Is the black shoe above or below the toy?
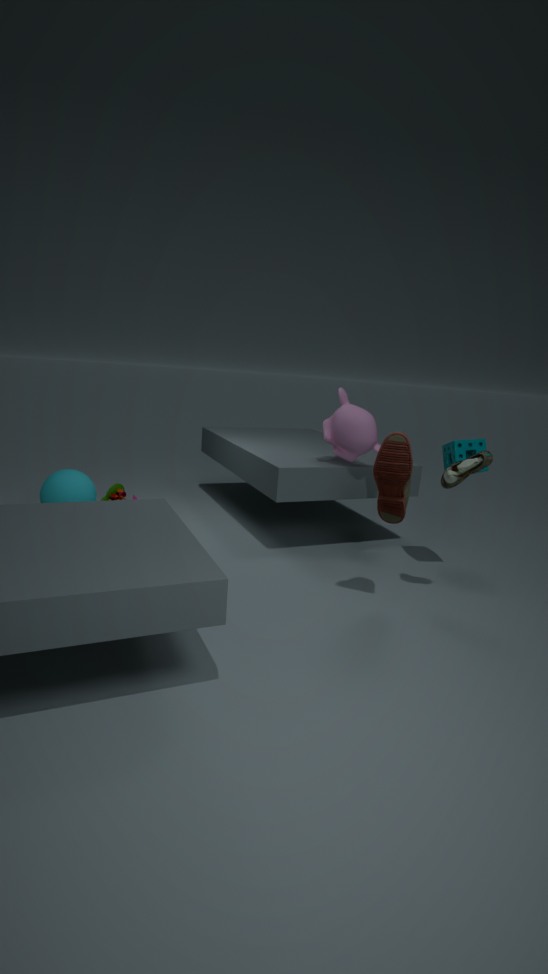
above
